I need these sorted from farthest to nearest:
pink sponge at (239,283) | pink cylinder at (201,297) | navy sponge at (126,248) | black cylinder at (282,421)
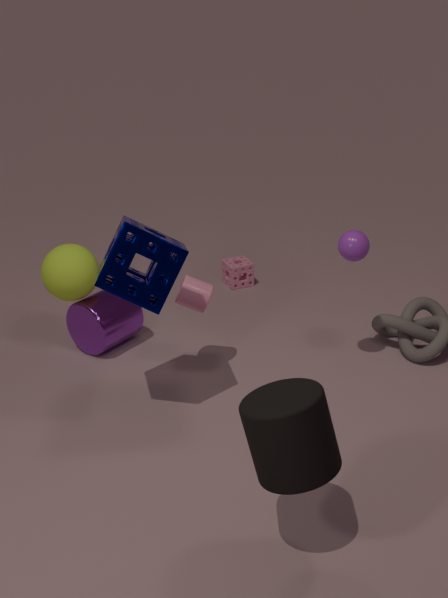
1. pink sponge at (239,283)
2. pink cylinder at (201,297)
3. navy sponge at (126,248)
4. black cylinder at (282,421)
